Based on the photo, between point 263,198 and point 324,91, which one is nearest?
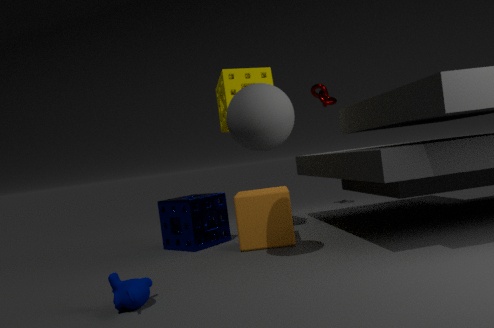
point 263,198
